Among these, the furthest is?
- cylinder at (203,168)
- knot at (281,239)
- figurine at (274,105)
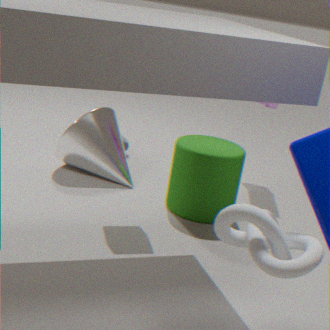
figurine at (274,105)
